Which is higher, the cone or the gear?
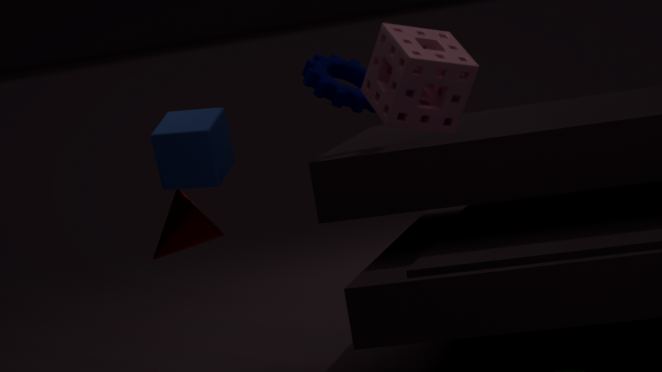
the gear
